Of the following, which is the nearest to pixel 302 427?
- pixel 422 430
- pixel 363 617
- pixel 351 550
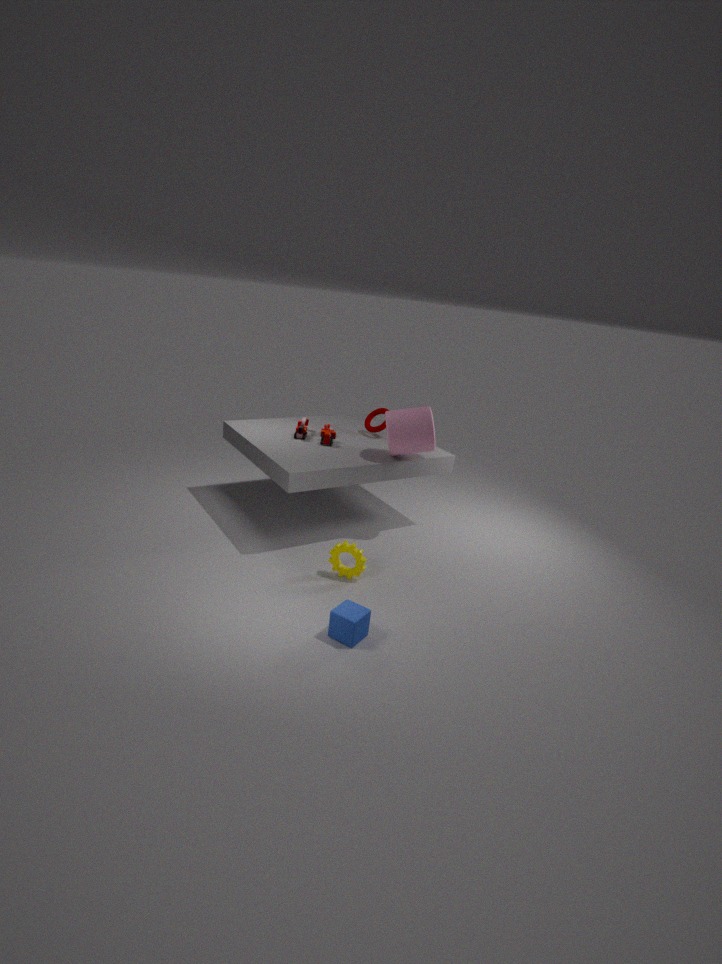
pixel 422 430
